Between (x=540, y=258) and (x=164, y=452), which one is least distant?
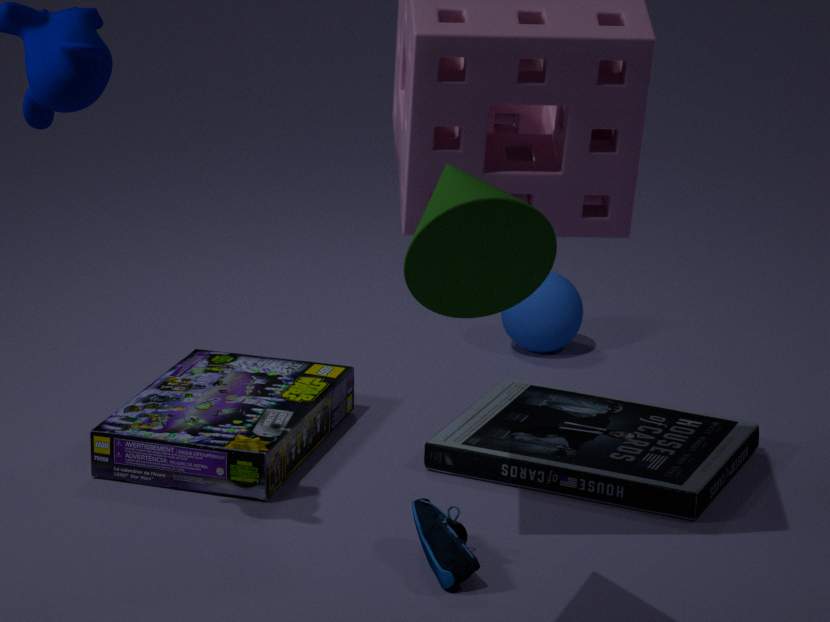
(x=540, y=258)
